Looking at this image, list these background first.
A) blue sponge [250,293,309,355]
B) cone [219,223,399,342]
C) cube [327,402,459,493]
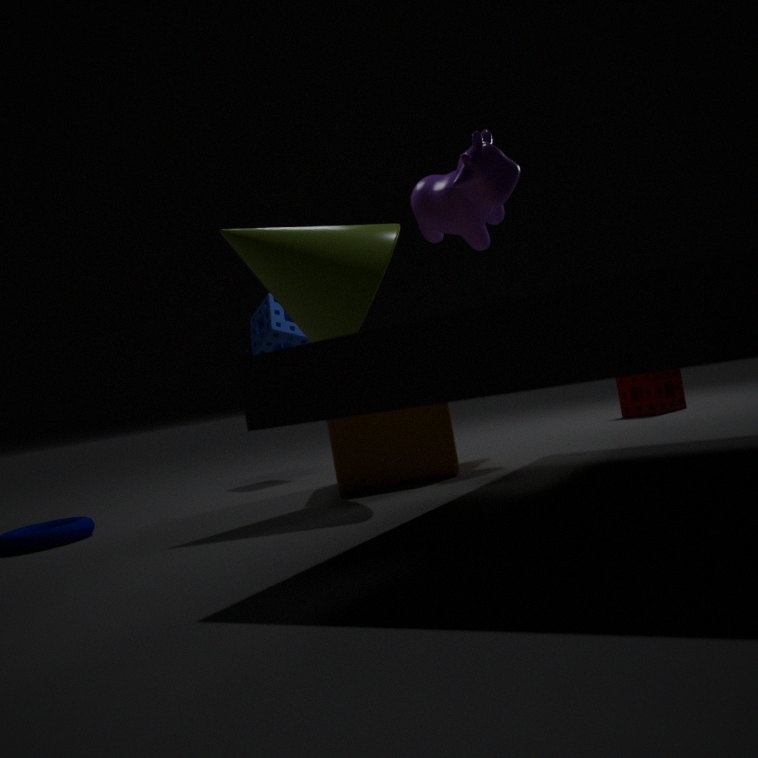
blue sponge [250,293,309,355] → cube [327,402,459,493] → cone [219,223,399,342]
